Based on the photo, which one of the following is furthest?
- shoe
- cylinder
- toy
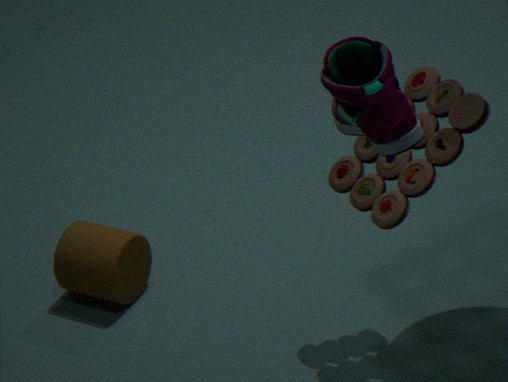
cylinder
